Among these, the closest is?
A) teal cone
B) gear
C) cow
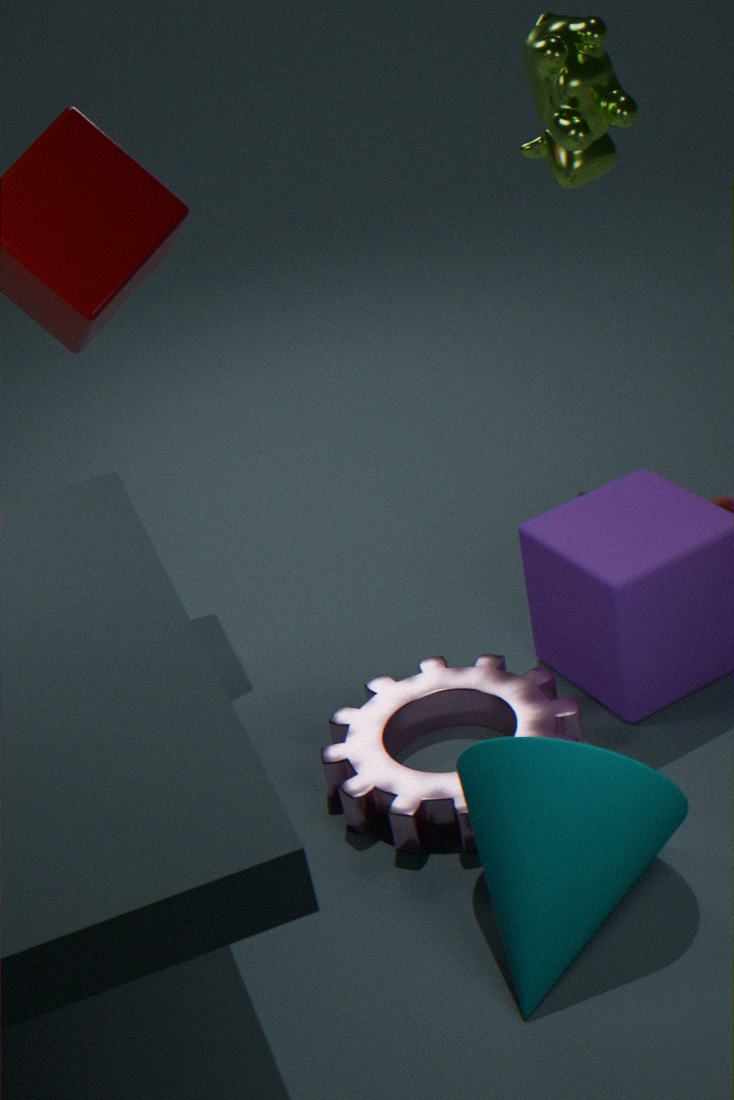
teal cone
